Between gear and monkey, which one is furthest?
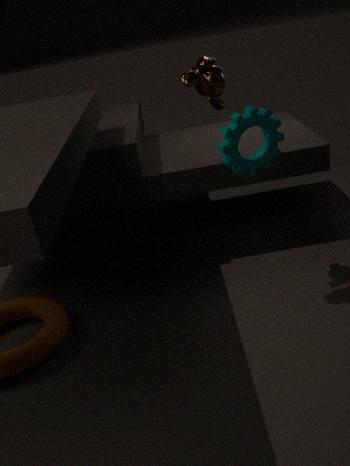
monkey
